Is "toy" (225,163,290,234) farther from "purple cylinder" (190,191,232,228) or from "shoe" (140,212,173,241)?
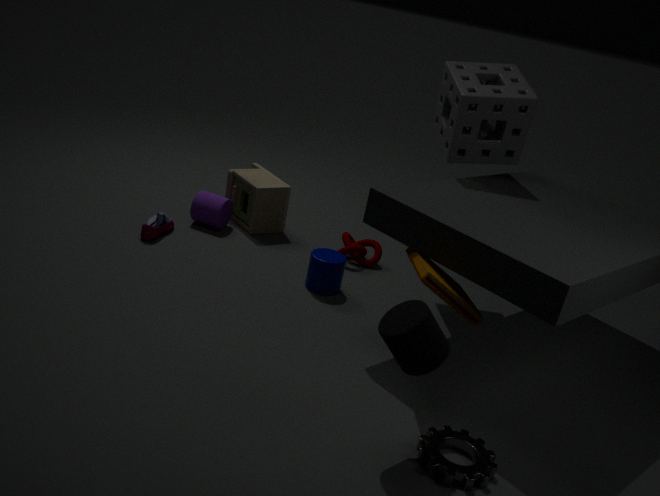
"shoe" (140,212,173,241)
